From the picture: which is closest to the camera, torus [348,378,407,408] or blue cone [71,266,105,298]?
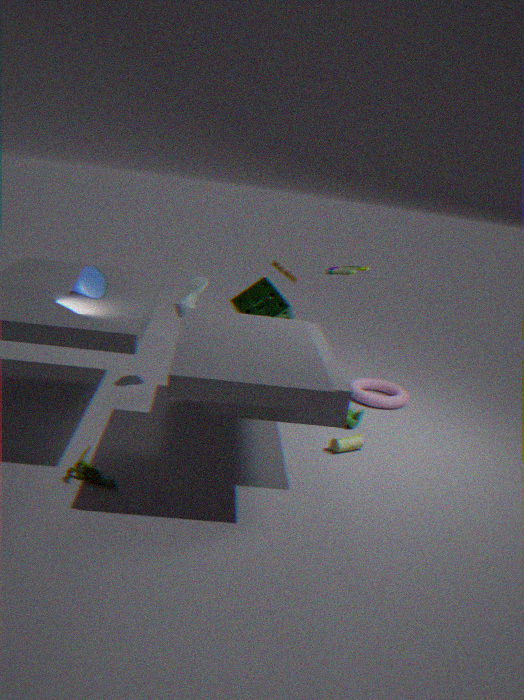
blue cone [71,266,105,298]
